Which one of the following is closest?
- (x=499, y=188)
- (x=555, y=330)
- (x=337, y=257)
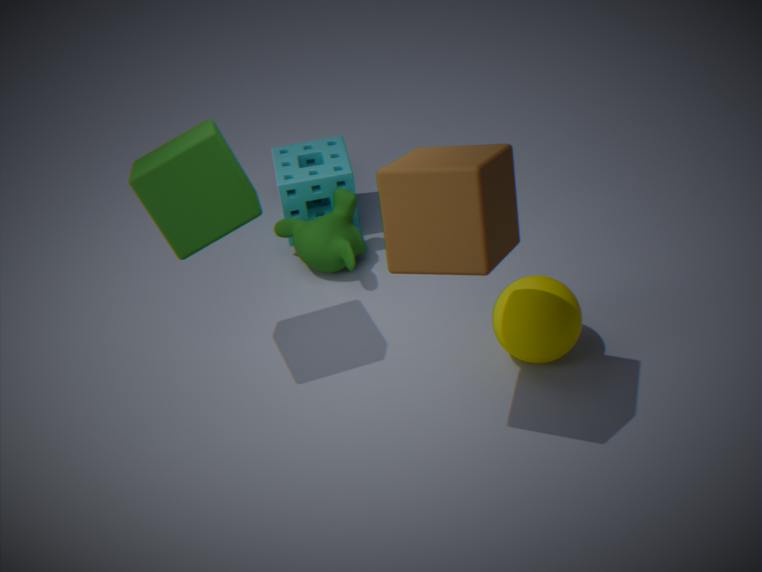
(x=499, y=188)
